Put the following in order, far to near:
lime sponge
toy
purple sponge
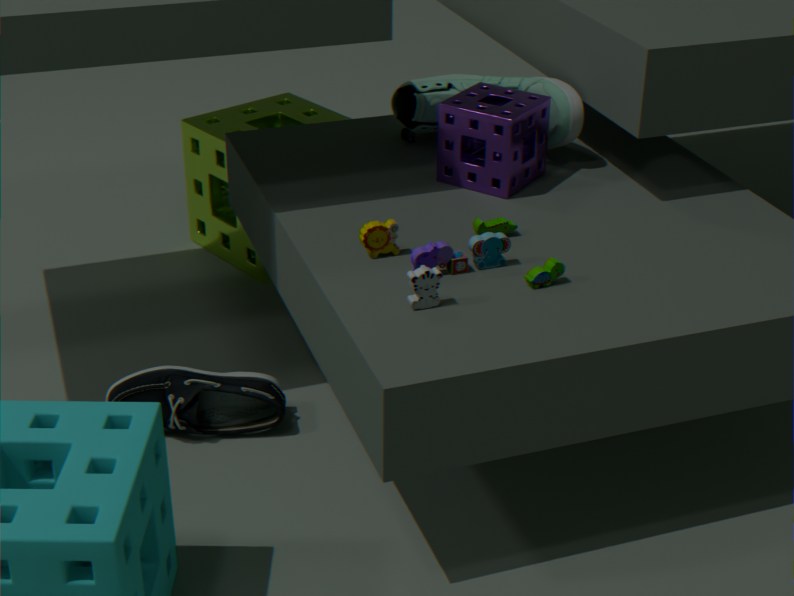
lime sponge, purple sponge, toy
